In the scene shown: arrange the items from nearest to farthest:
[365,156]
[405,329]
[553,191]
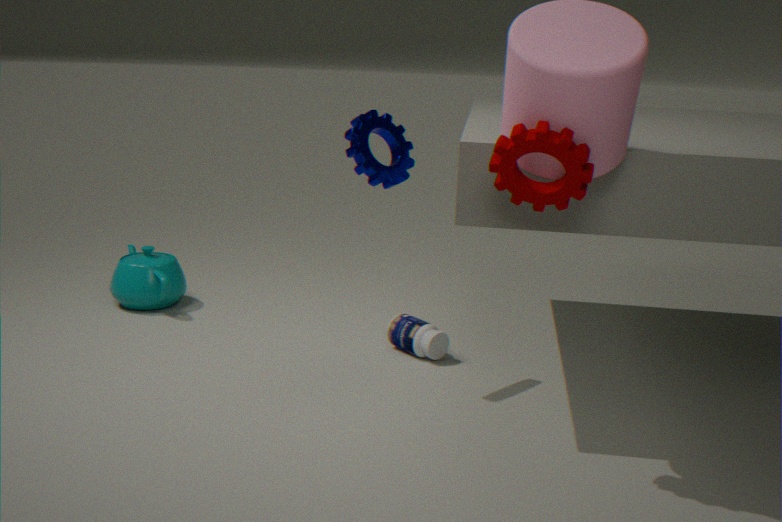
[553,191]
[365,156]
[405,329]
